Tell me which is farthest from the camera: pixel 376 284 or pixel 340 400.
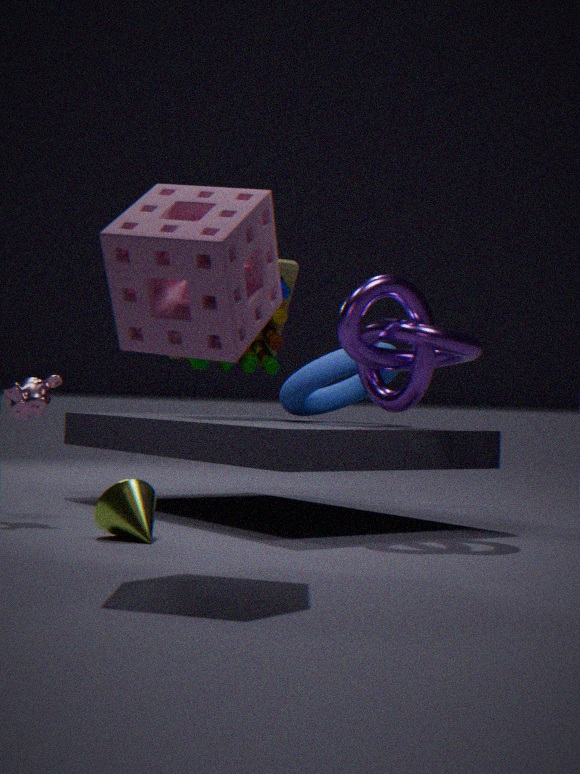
pixel 340 400
